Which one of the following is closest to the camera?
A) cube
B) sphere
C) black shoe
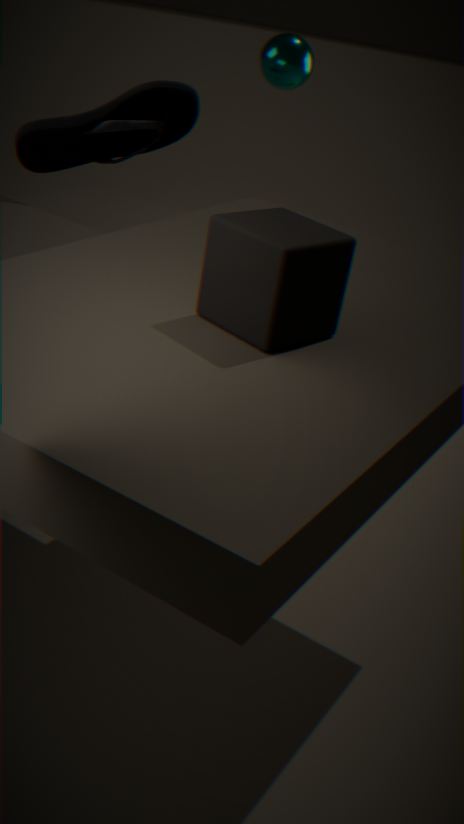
cube
